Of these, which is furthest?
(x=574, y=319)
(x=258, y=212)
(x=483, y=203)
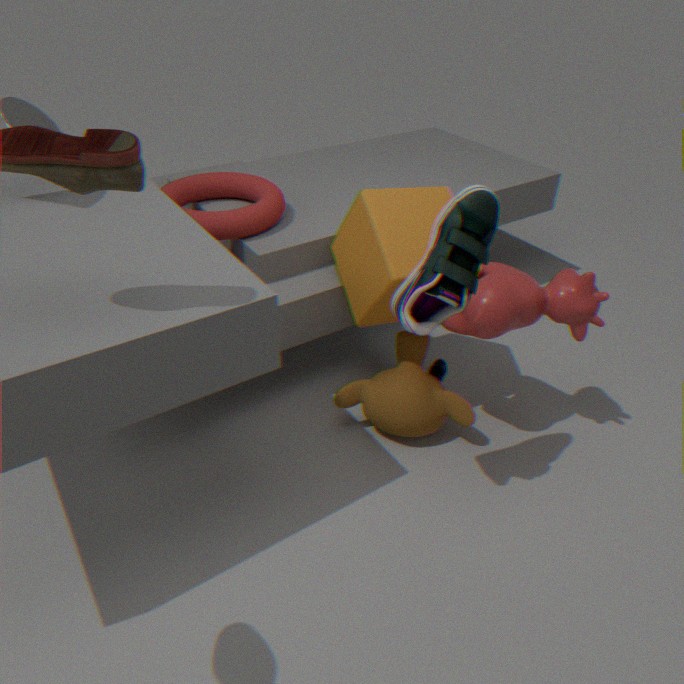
(x=258, y=212)
